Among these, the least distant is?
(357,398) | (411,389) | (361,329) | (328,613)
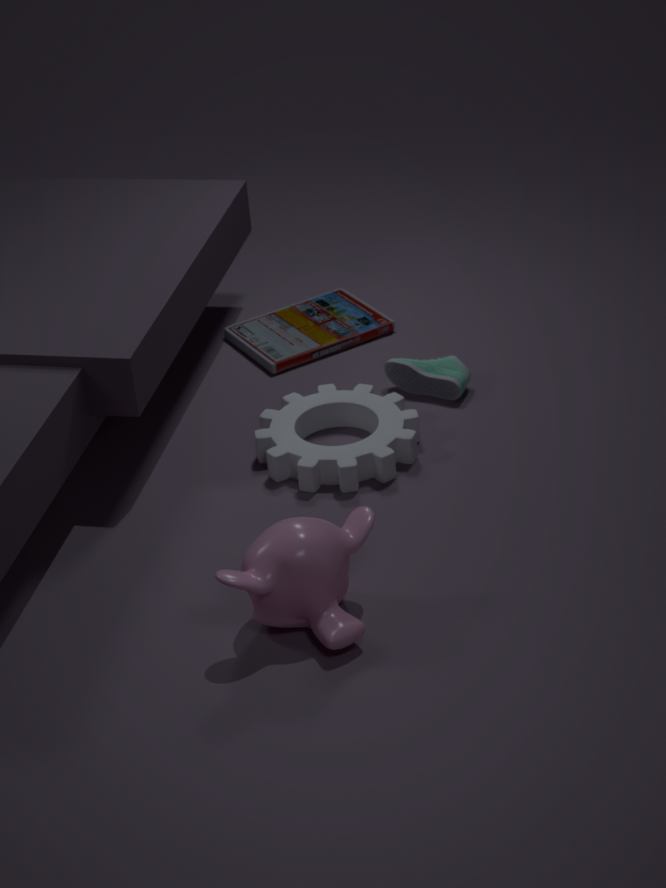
(328,613)
